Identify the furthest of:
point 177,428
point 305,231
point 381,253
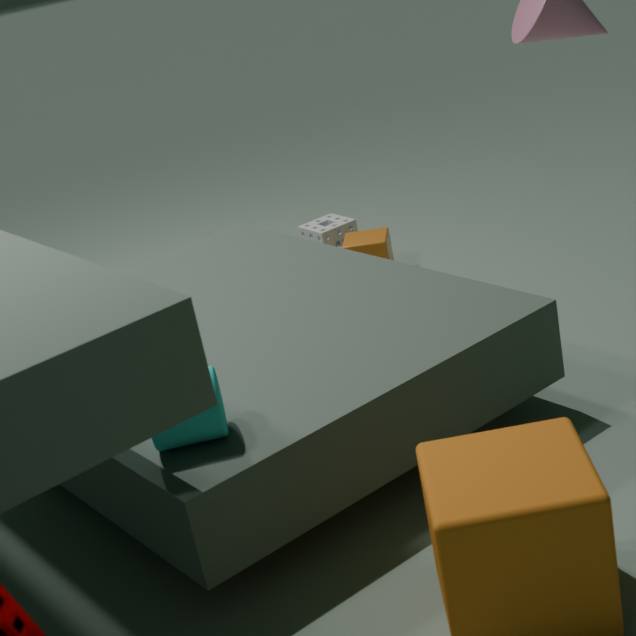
point 305,231
